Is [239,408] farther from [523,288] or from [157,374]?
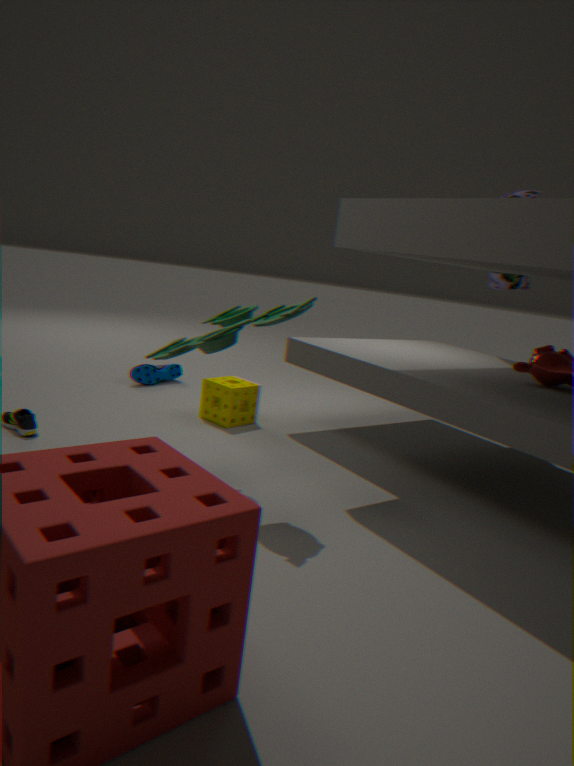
[523,288]
